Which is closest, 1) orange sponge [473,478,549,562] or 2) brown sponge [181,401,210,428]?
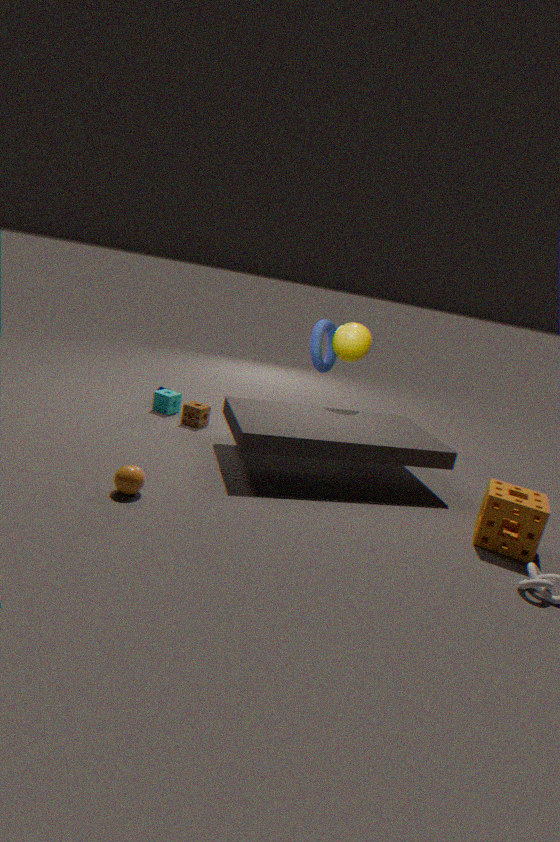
1. orange sponge [473,478,549,562]
